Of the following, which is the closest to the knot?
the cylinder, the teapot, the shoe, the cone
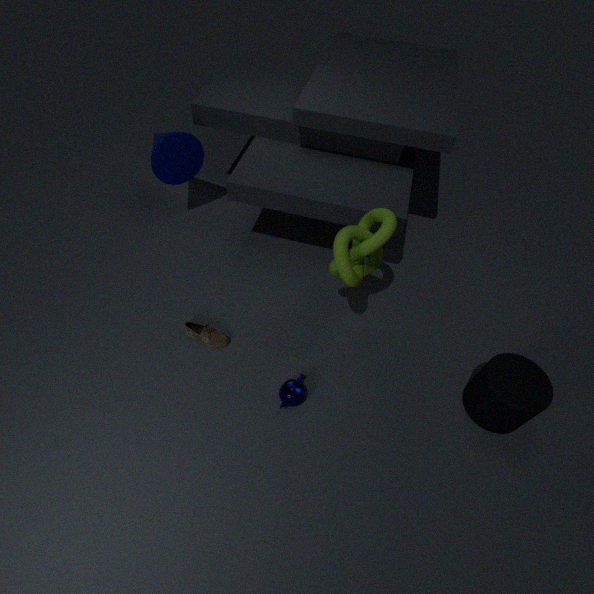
the teapot
